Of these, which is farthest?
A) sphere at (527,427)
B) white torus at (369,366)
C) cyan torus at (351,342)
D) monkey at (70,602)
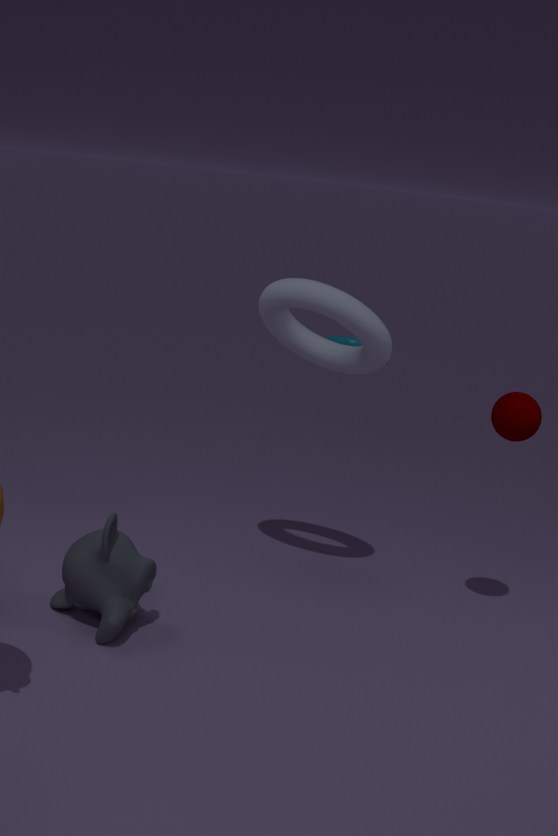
cyan torus at (351,342)
